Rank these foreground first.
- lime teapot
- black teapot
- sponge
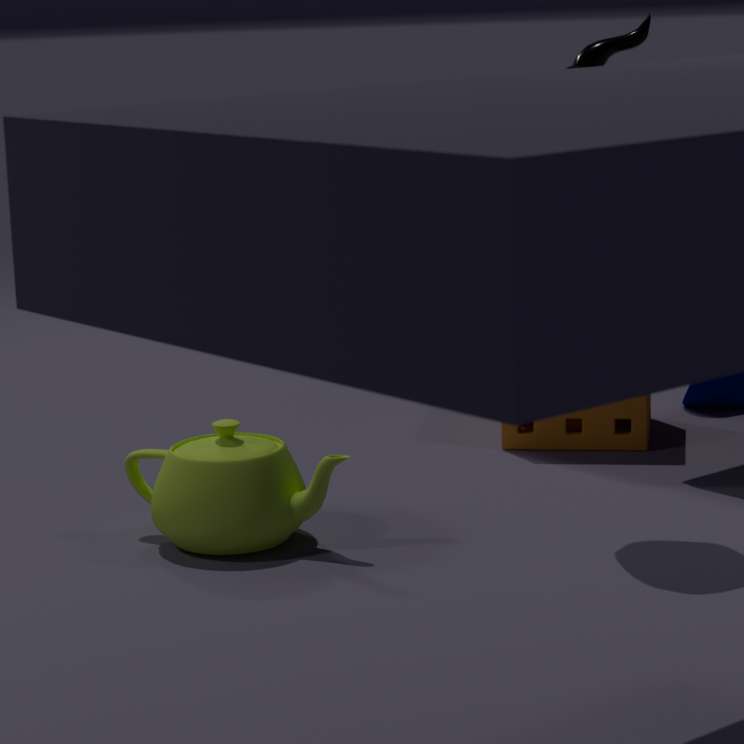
black teapot
lime teapot
sponge
